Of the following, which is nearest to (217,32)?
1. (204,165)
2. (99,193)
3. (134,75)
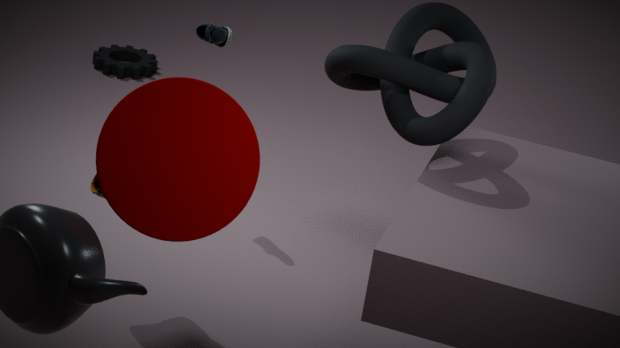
(99,193)
